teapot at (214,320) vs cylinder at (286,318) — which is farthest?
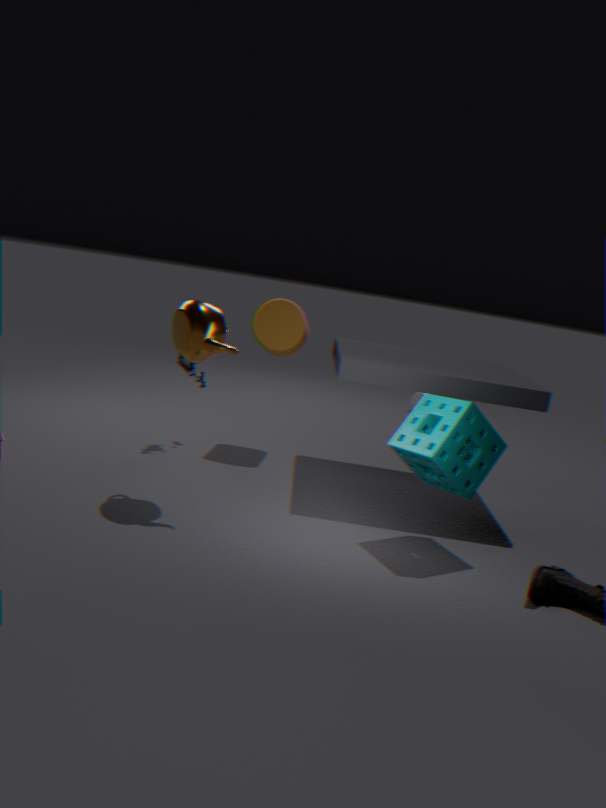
cylinder at (286,318)
